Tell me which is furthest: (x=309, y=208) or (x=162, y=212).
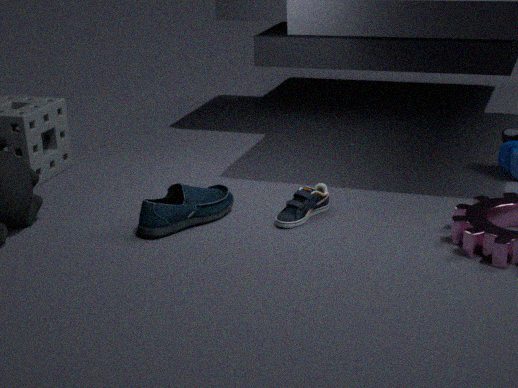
(x=309, y=208)
